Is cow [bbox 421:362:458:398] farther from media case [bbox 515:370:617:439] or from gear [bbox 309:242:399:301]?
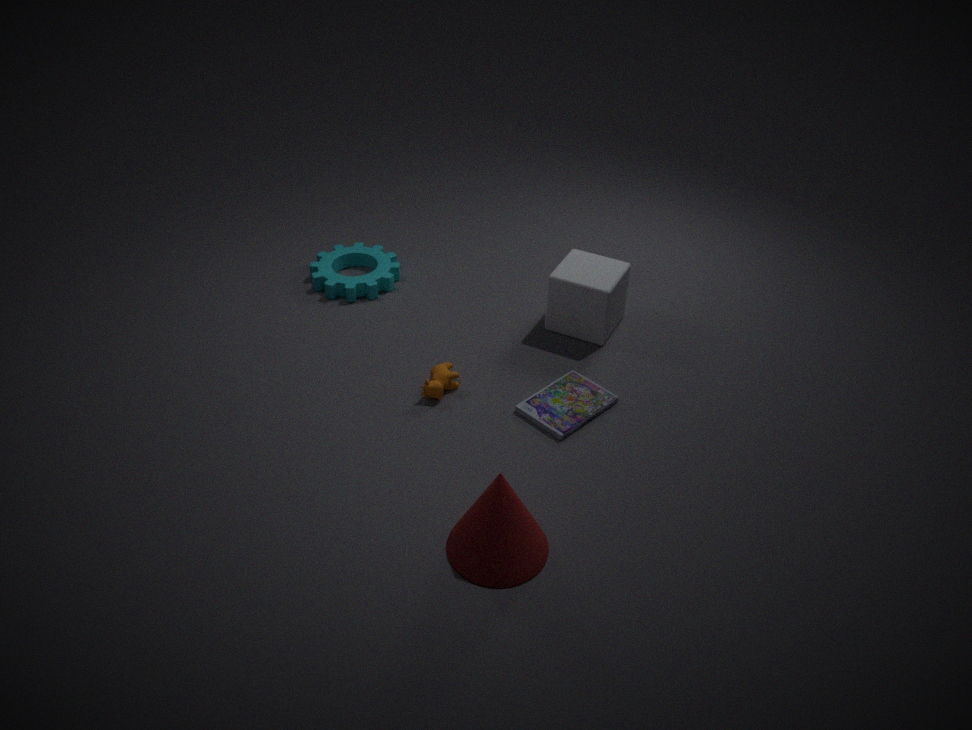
gear [bbox 309:242:399:301]
